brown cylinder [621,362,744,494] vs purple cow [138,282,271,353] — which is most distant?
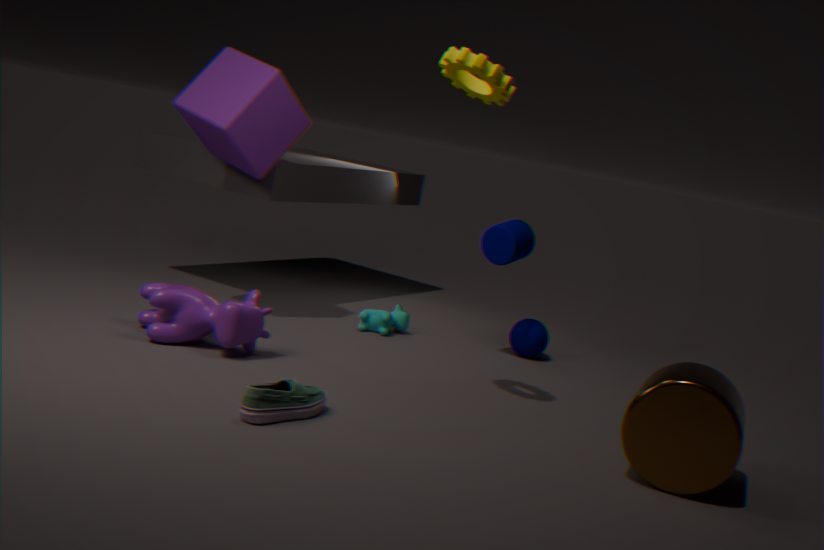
purple cow [138,282,271,353]
